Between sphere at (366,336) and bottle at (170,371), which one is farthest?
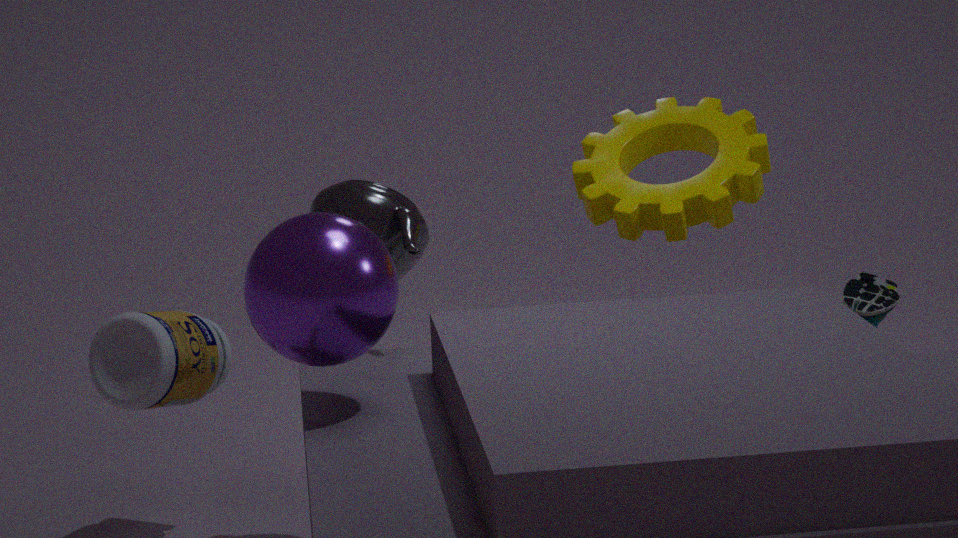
bottle at (170,371)
